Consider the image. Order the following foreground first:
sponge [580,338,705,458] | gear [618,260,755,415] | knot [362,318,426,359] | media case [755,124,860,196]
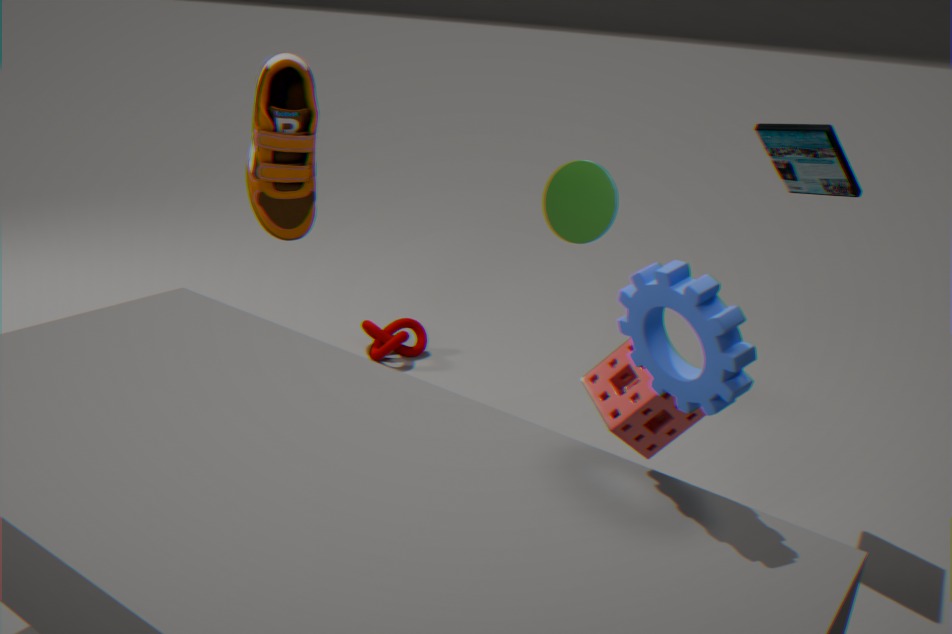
gear [618,260,755,415] → sponge [580,338,705,458] → media case [755,124,860,196] → knot [362,318,426,359]
